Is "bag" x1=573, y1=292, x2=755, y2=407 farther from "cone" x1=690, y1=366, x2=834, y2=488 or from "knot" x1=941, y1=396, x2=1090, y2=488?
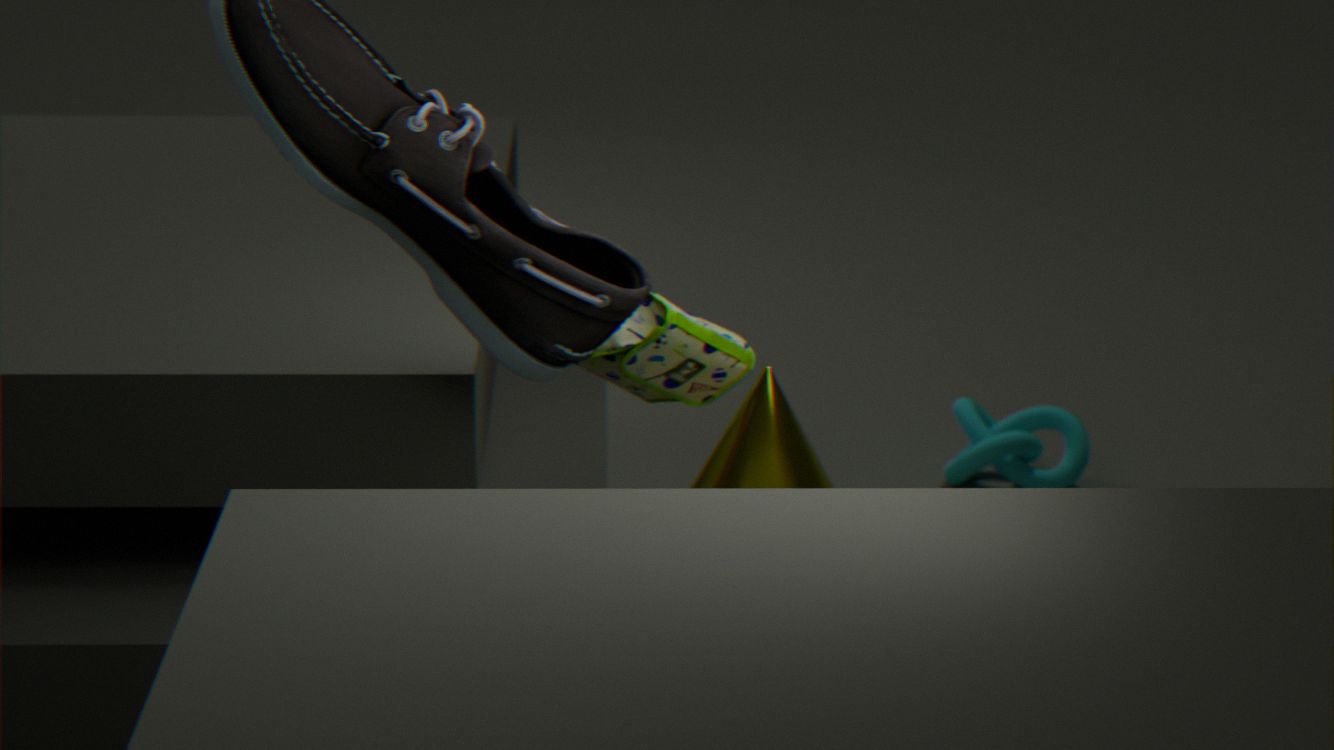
"knot" x1=941, y1=396, x2=1090, y2=488
